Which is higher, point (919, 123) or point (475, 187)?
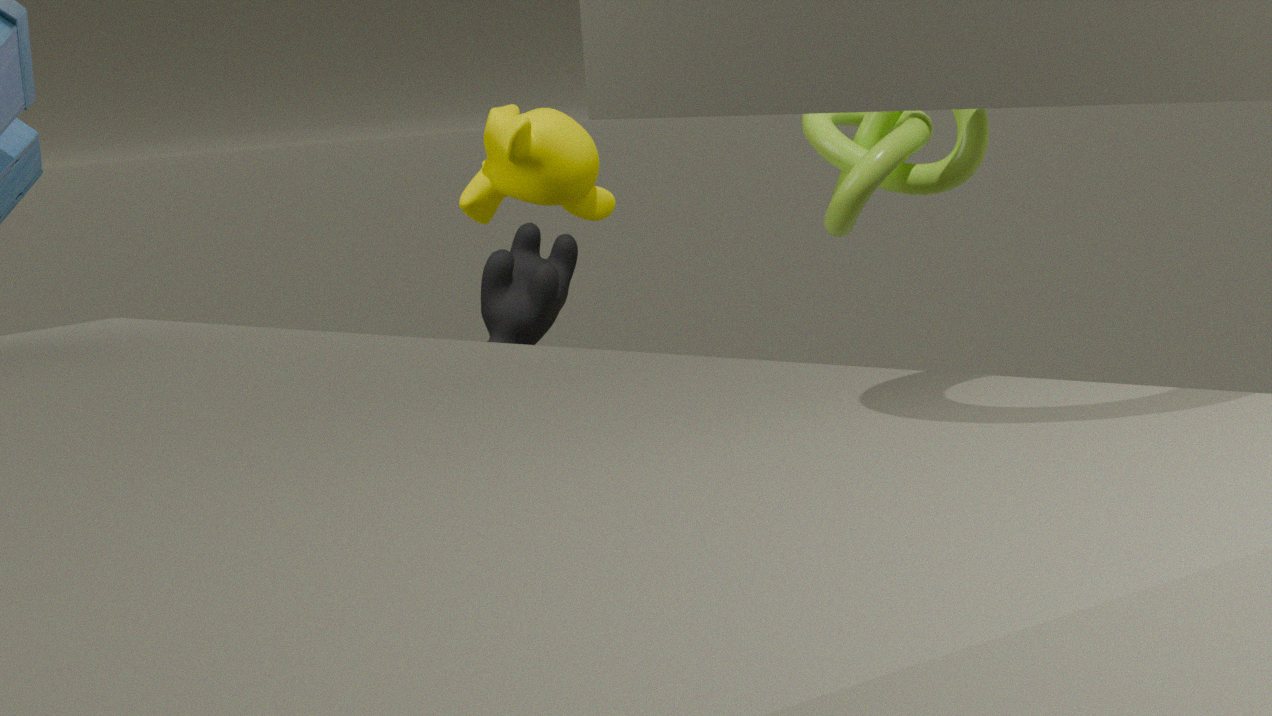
point (475, 187)
